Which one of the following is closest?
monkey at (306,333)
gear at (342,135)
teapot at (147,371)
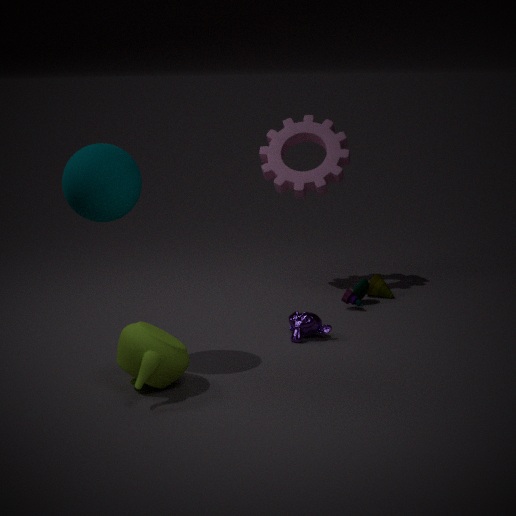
teapot at (147,371)
